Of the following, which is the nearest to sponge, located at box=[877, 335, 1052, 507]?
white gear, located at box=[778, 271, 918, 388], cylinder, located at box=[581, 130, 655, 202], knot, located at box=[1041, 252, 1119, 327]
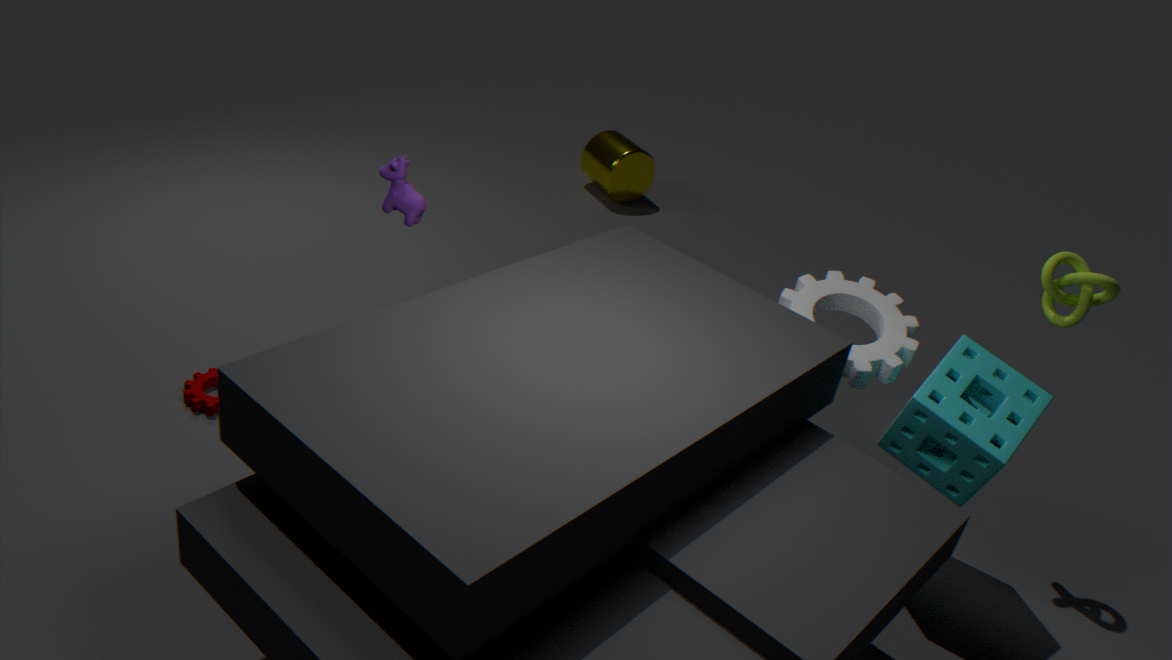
white gear, located at box=[778, 271, 918, 388]
